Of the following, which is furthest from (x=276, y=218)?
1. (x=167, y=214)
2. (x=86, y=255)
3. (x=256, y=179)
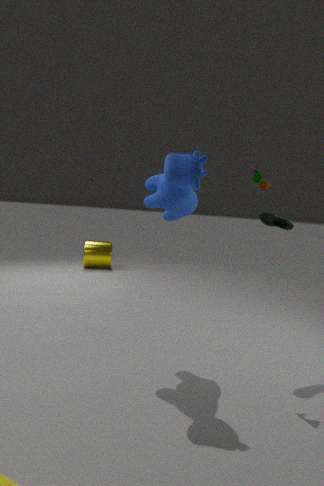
(x=86, y=255)
